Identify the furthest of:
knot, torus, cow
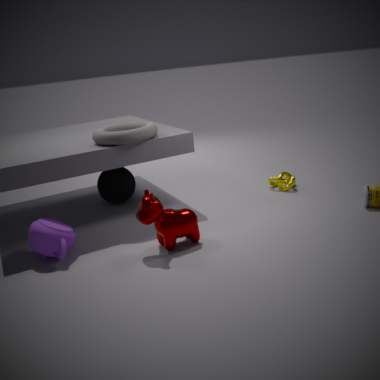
knot
